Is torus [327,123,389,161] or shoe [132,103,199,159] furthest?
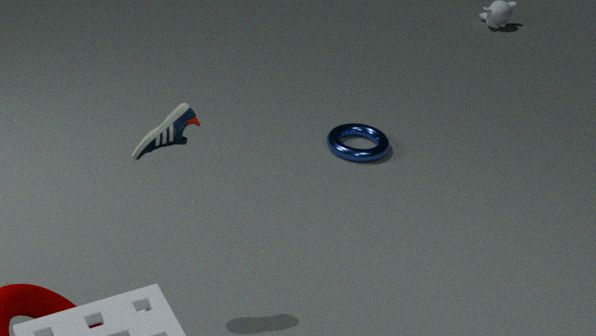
torus [327,123,389,161]
